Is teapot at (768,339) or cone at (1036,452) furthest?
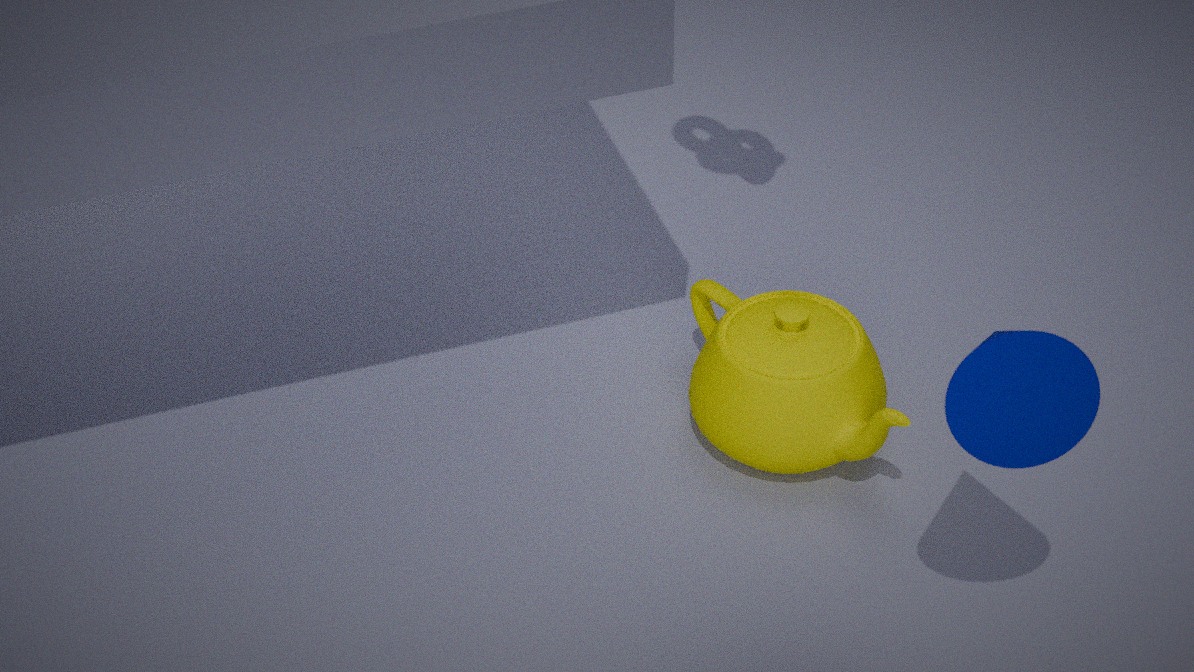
teapot at (768,339)
